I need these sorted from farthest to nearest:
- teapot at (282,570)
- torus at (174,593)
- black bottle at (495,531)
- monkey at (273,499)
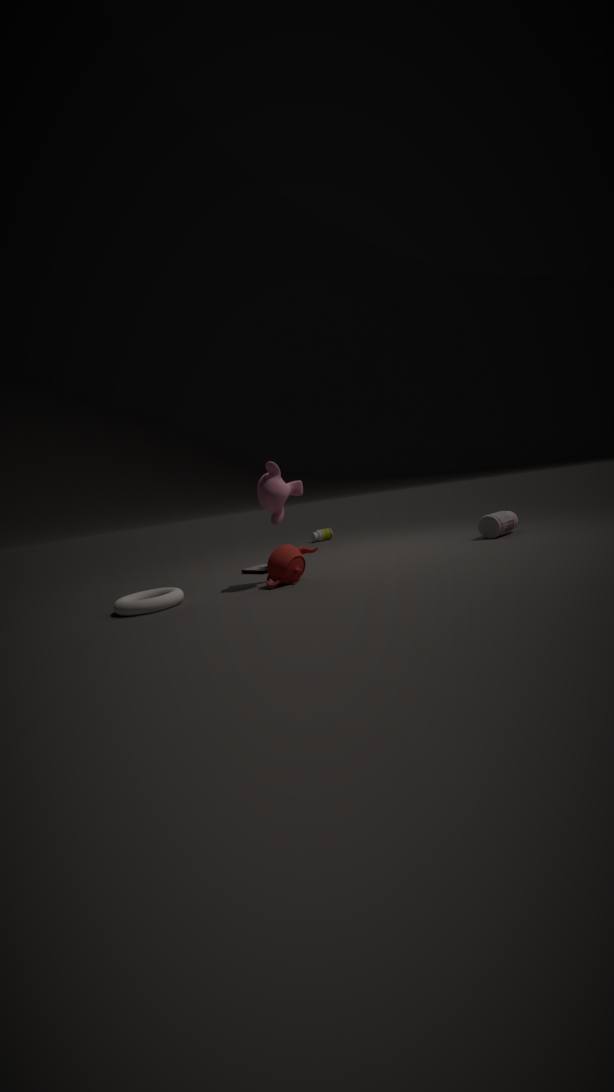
1. black bottle at (495,531)
2. teapot at (282,570)
3. monkey at (273,499)
4. torus at (174,593)
